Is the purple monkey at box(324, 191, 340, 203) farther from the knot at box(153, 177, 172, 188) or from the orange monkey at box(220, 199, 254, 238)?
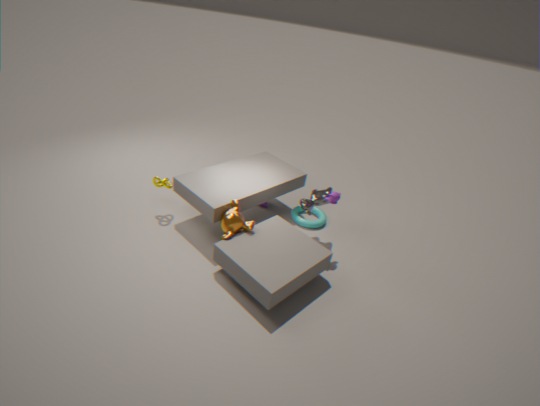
the knot at box(153, 177, 172, 188)
